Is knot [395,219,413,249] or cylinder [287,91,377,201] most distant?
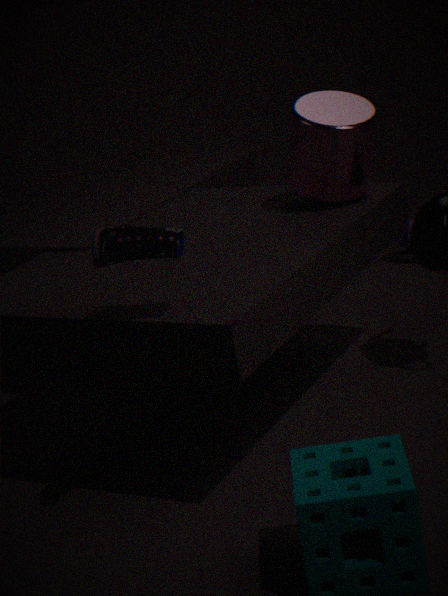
knot [395,219,413,249]
